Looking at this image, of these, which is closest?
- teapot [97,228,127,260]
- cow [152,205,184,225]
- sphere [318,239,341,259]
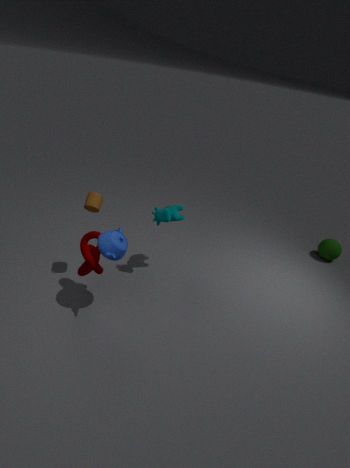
teapot [97,228,127,260]
